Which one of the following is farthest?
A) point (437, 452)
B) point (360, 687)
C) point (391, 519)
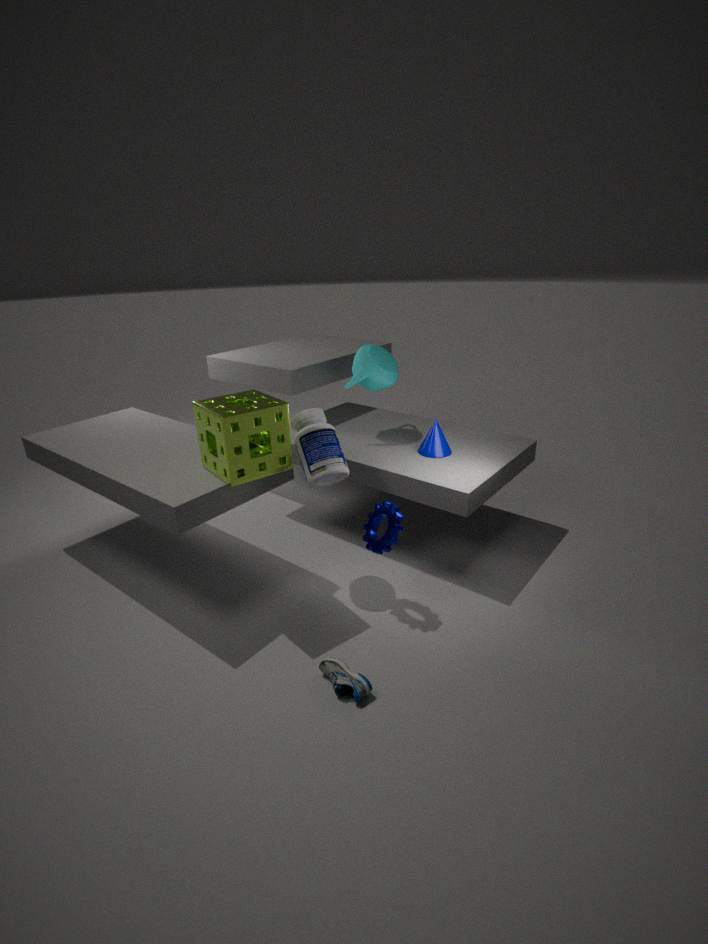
point (437, 452)
